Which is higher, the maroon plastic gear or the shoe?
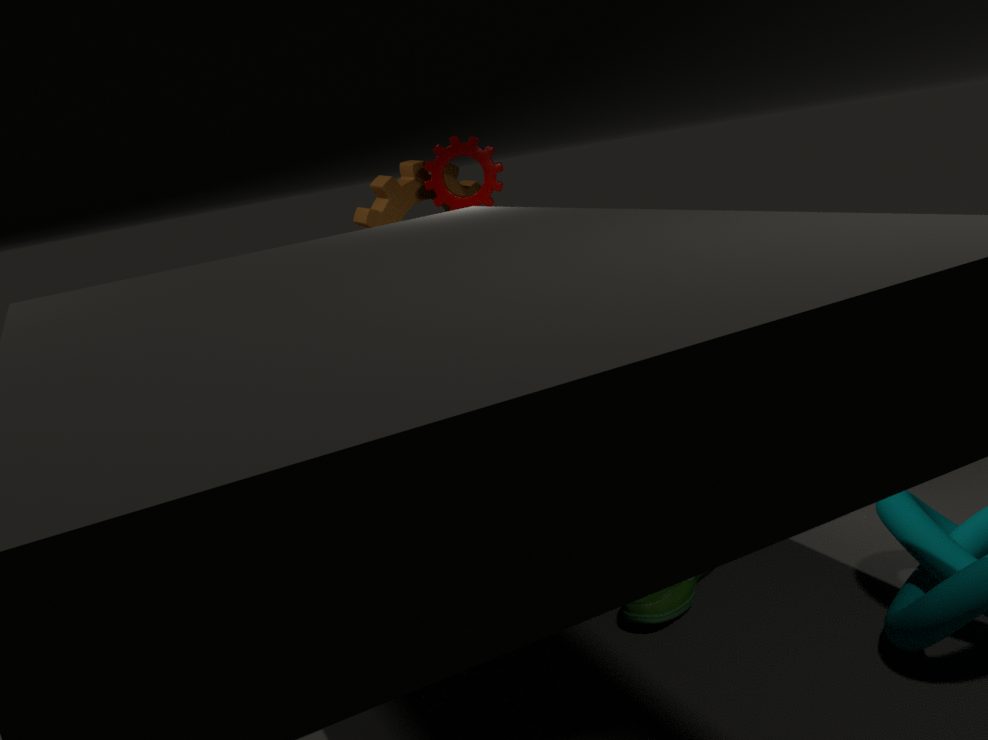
the maroon plastic gear
